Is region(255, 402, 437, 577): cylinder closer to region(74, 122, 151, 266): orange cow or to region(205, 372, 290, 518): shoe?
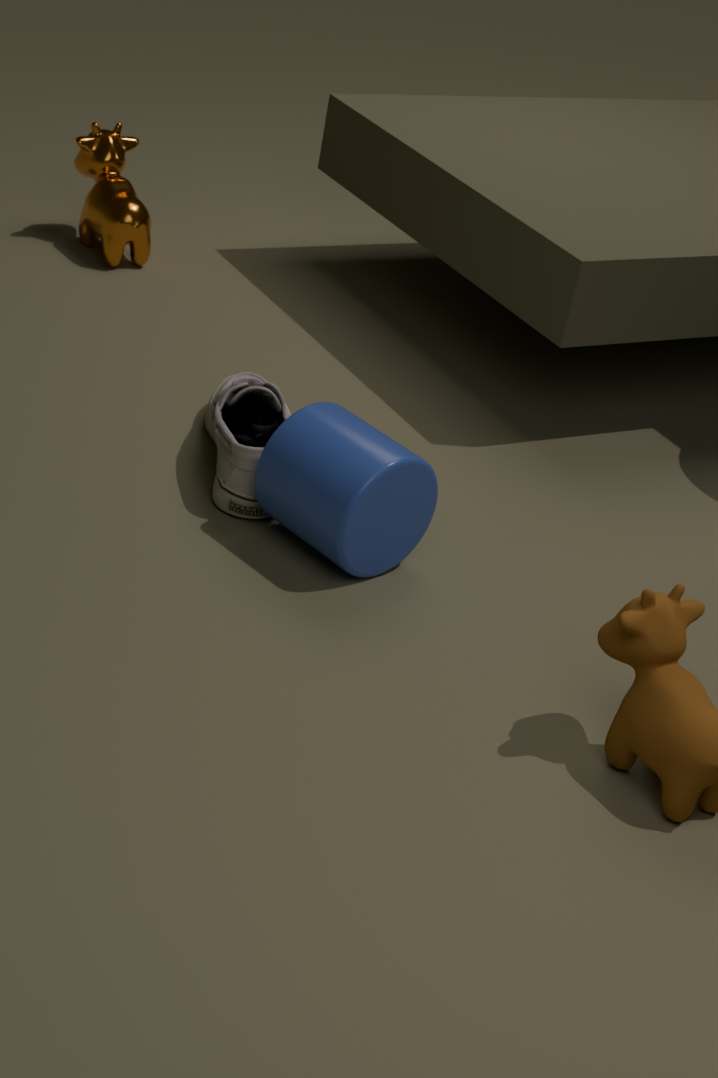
region(205, 372, 290, 518): shoe
